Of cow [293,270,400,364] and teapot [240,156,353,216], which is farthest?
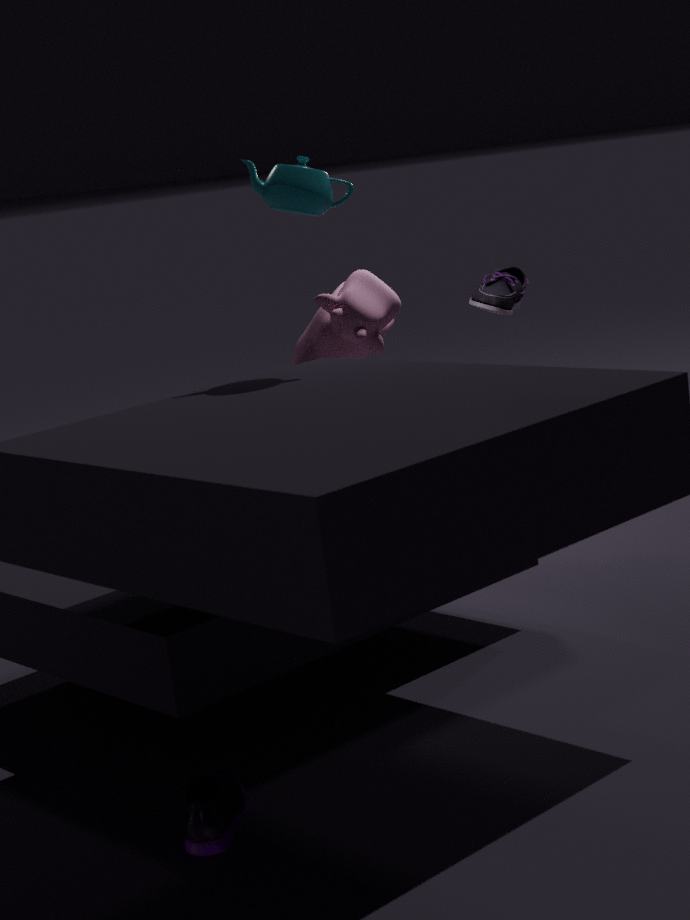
cow [293,270,400,364]
